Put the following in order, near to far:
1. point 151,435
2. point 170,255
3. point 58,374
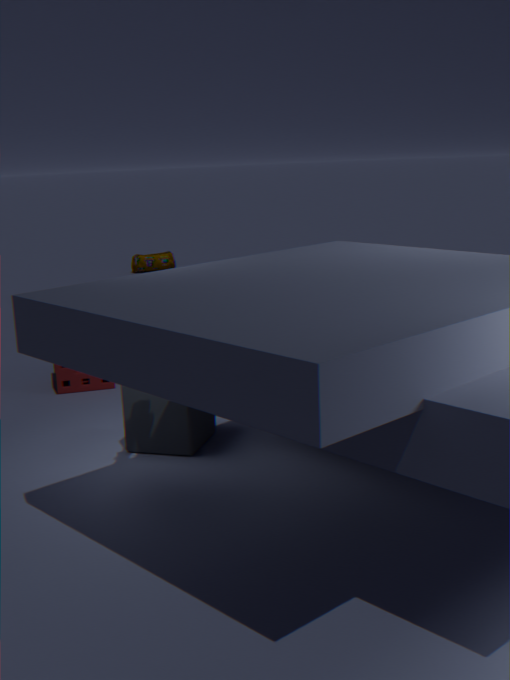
point 151,435 < point 58,374 < point 170,255
